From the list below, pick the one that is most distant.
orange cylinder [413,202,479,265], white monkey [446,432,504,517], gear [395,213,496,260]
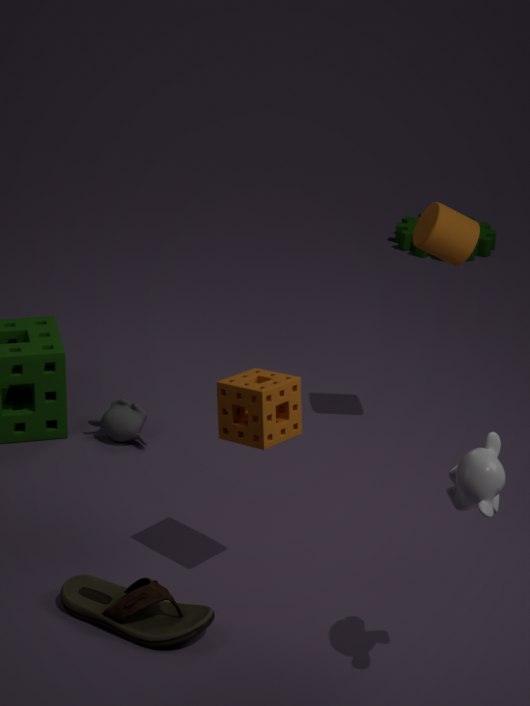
gear [395,213,496,260]
